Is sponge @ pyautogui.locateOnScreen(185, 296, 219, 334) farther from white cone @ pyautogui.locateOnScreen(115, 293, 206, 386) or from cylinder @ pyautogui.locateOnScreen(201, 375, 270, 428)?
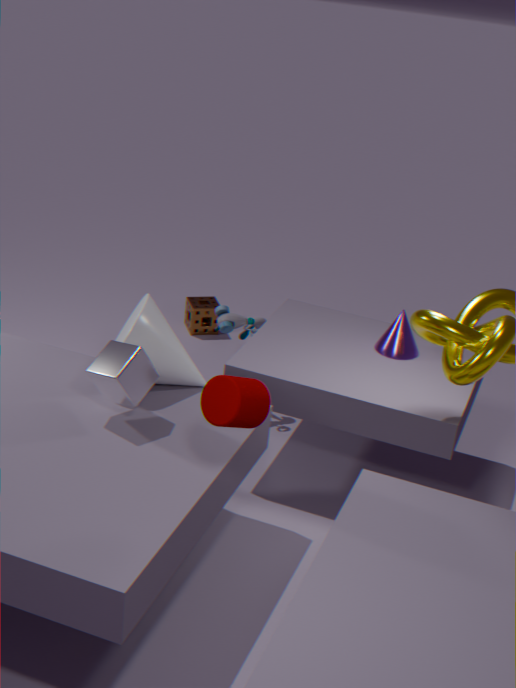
cylinder @ pyautogui.locateOnScreen(201, 375, 270, 428)
